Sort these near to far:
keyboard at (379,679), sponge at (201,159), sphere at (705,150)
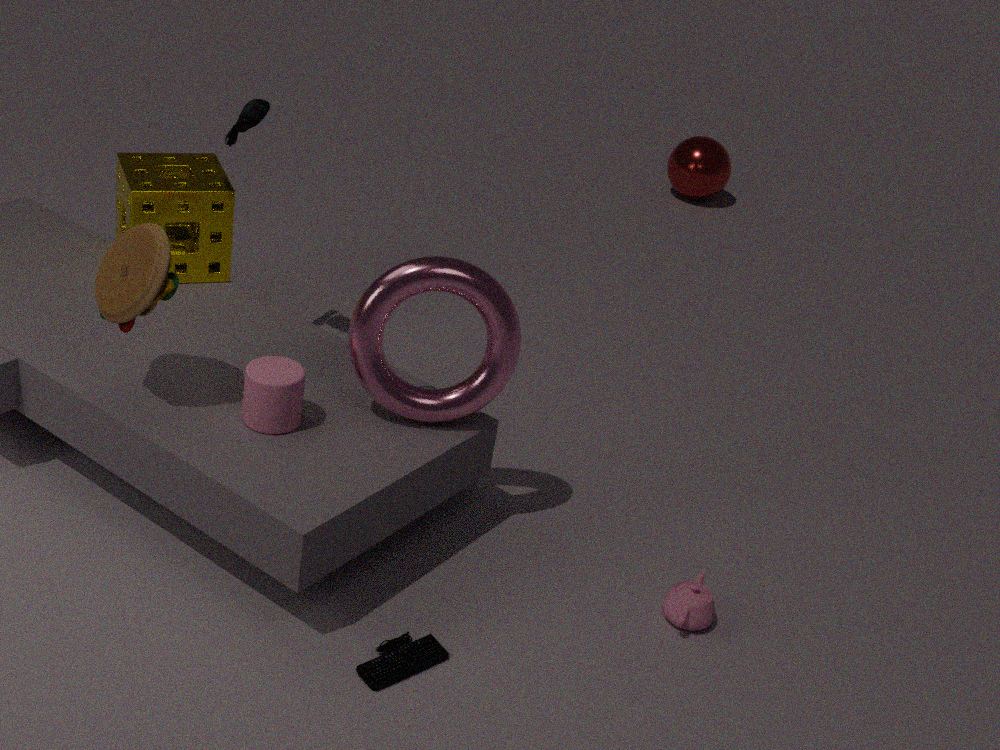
keyboard at (379,679)
sponge at (201,159)
sphere at (705,150)
